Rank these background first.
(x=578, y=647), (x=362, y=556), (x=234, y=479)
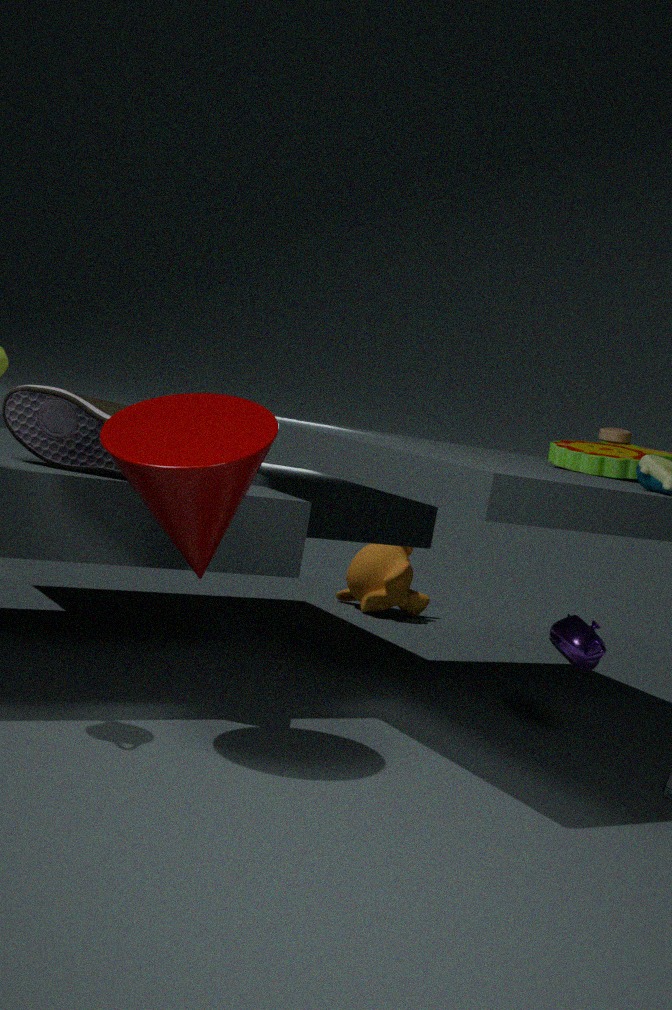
(x=362, y=556) → (x=578, y=647) → (x=234, y=479)
